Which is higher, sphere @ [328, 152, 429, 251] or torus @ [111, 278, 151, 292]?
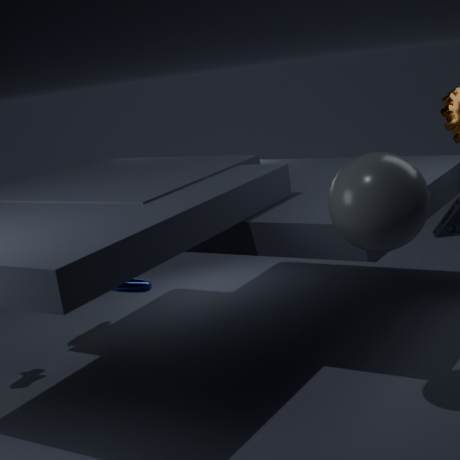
sphere @ [328, 152, 429, 251]
